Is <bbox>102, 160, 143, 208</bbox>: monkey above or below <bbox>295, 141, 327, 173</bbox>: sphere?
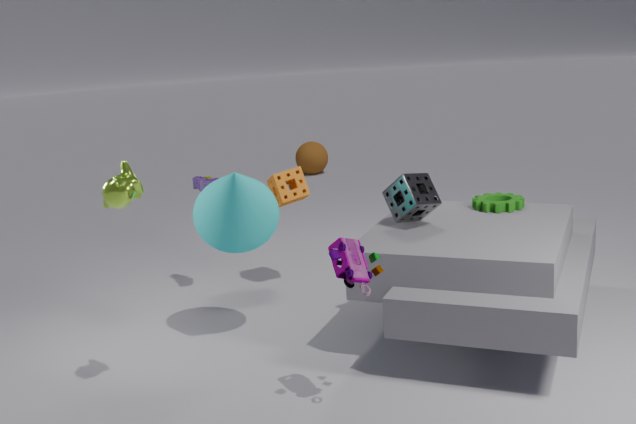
above
